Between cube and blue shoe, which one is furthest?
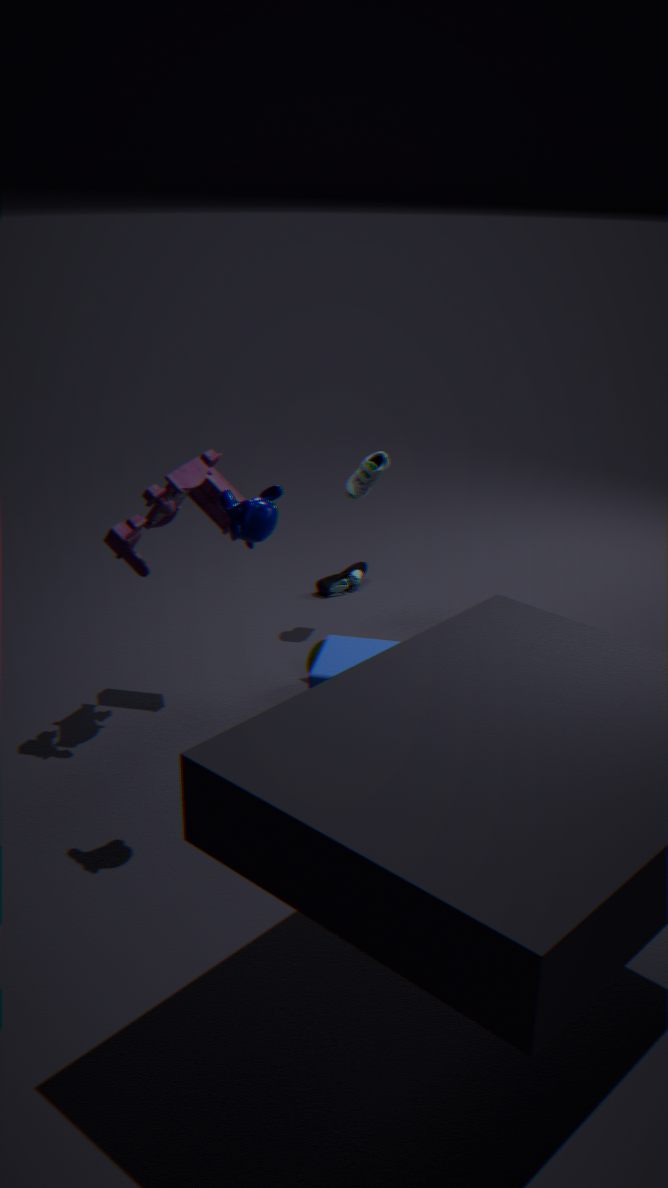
blue shoe
